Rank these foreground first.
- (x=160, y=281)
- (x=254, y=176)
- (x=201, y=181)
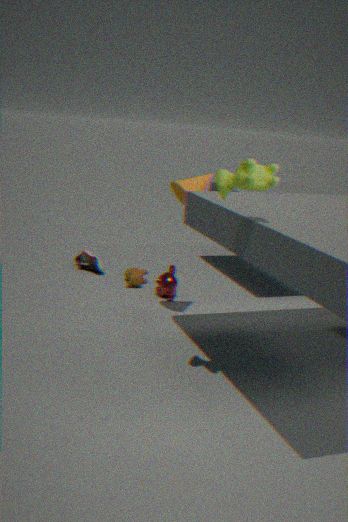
1. (x=254, y=176)
2. (x=201, y=181)
3. (x=160, y=281)
